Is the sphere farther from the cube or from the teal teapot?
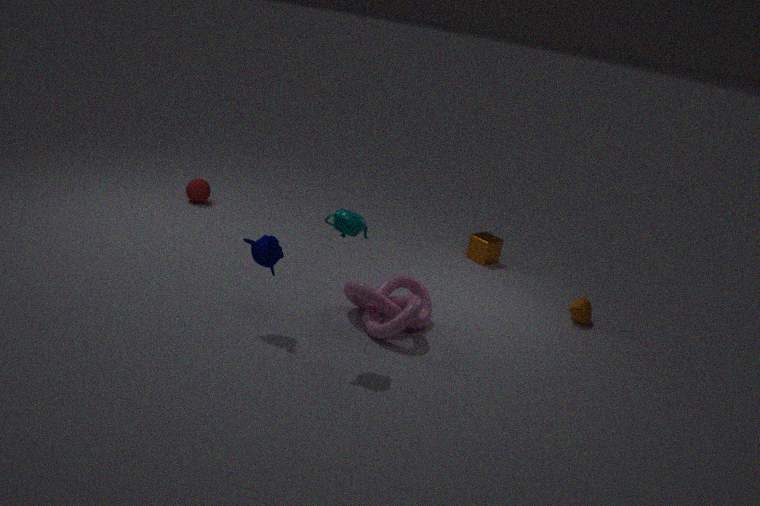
the teal teapot
